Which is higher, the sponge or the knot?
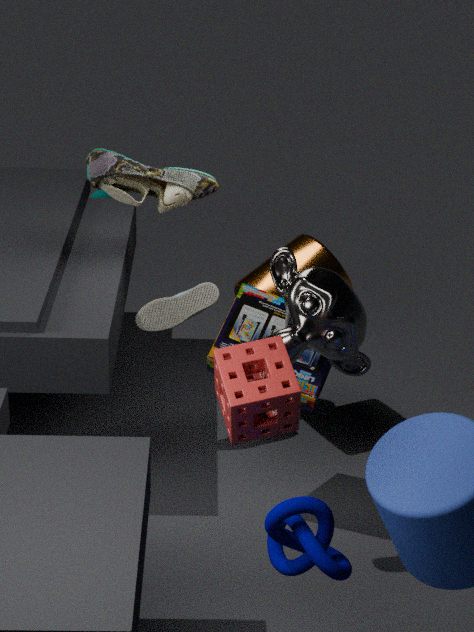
the sponge
